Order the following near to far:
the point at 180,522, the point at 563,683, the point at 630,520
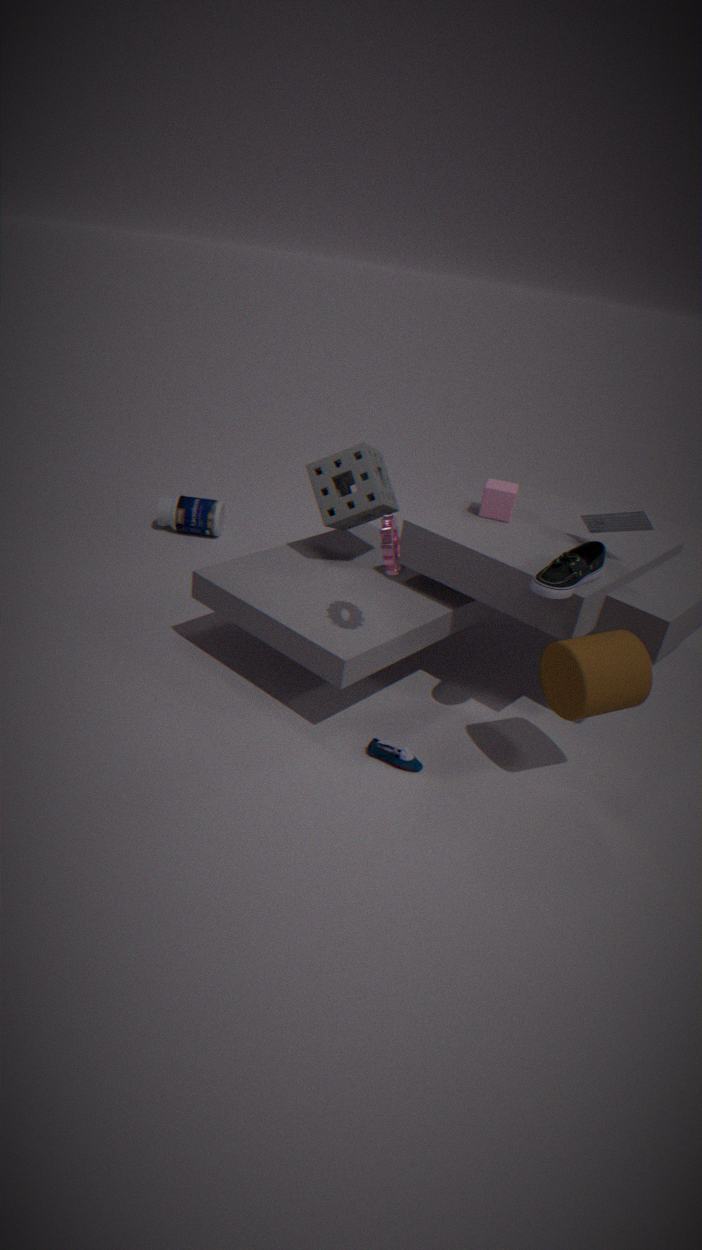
the point at 563,683 < the point at 630,520 < the point at 180,522
